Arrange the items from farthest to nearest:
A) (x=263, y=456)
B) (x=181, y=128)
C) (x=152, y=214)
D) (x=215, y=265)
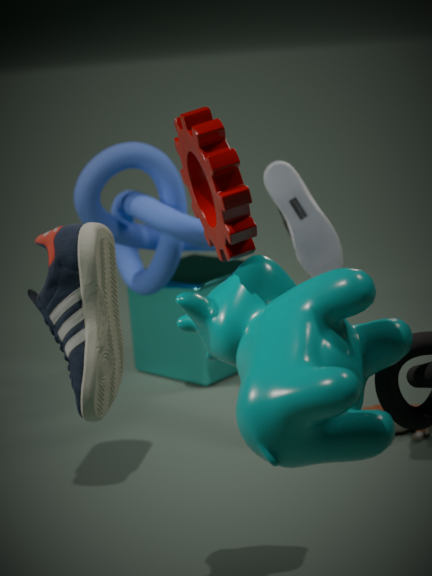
(x=215, y=265) → (x=152, y=214) → (x=181, y=128) → (x=263, y=456)
